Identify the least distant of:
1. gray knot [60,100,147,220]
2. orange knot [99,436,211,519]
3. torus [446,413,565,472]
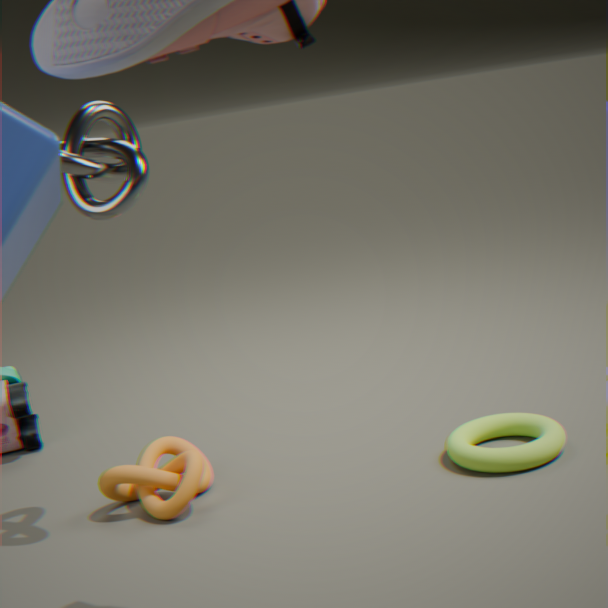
gray knot [60,100,147,220]
